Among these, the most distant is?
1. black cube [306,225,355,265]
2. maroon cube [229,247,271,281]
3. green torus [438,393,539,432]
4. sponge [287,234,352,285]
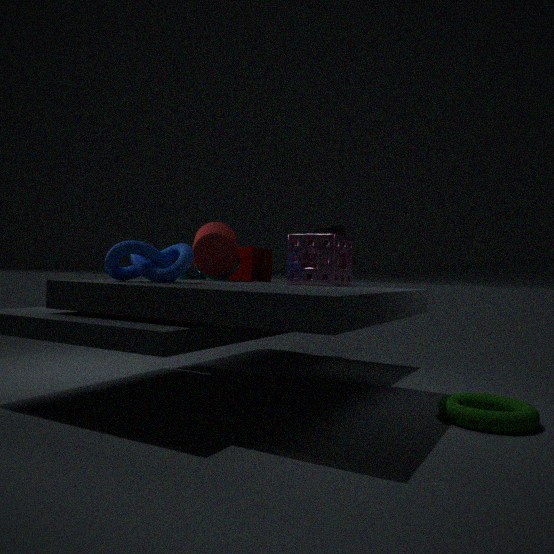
maroon cube [229,247,271,281]
